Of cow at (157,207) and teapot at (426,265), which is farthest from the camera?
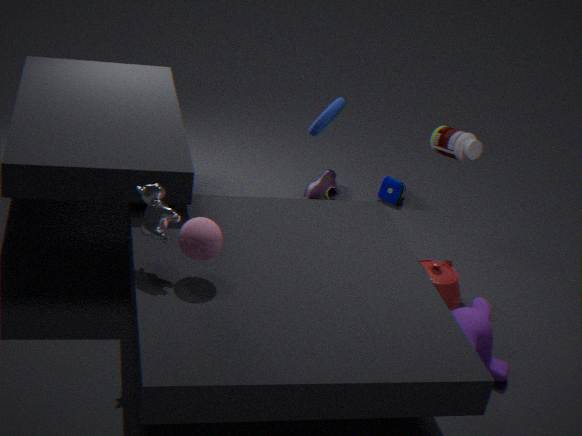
teapot at (426,265)
